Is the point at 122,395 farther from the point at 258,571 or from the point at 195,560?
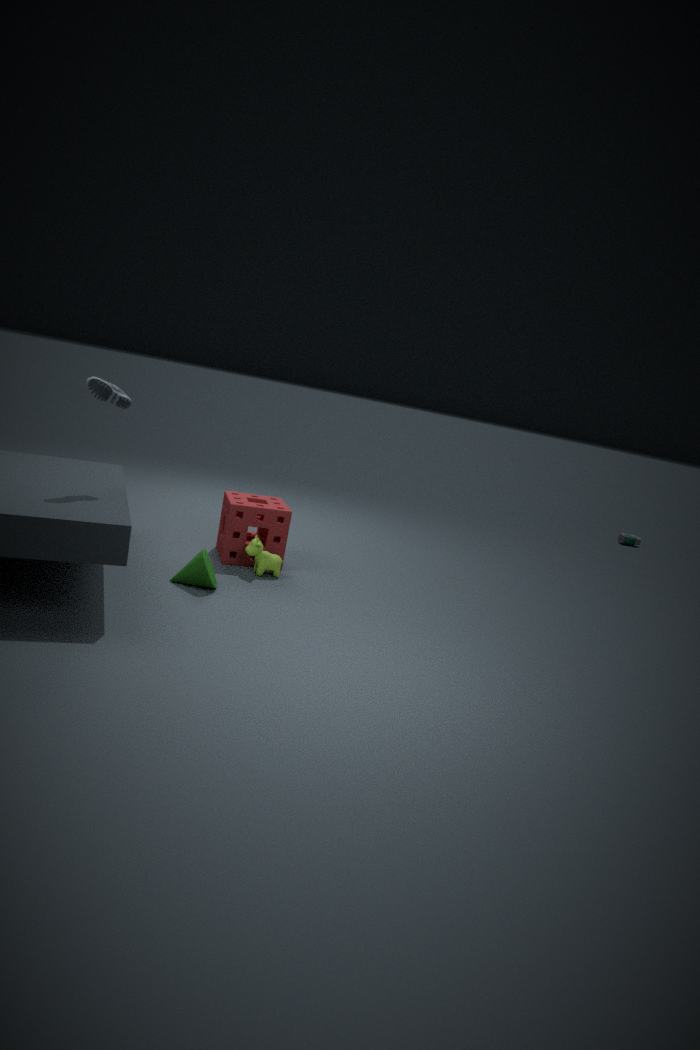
the point at 258,571
